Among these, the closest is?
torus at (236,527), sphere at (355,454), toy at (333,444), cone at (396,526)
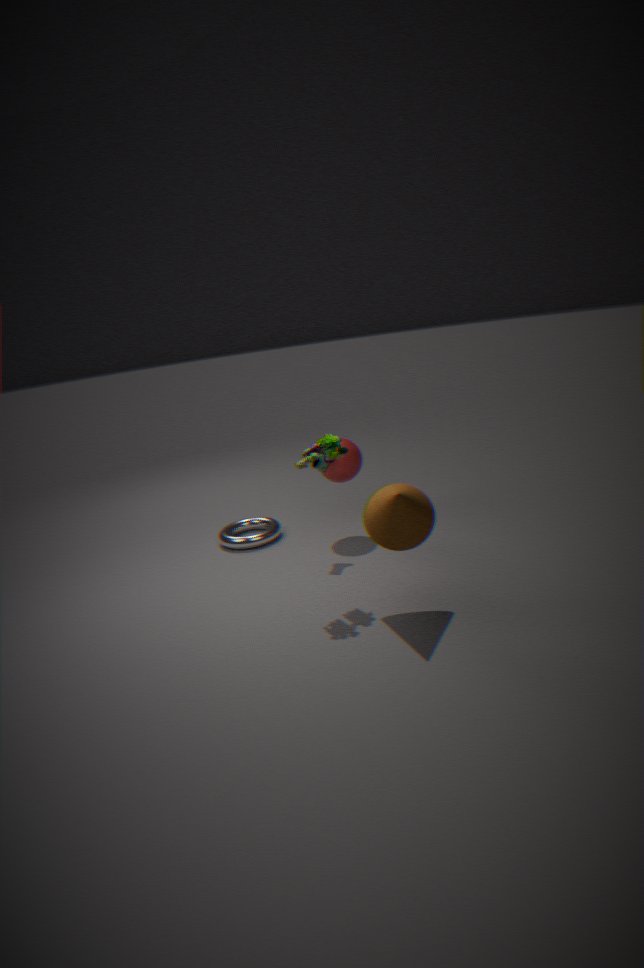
cone at (396,526)
